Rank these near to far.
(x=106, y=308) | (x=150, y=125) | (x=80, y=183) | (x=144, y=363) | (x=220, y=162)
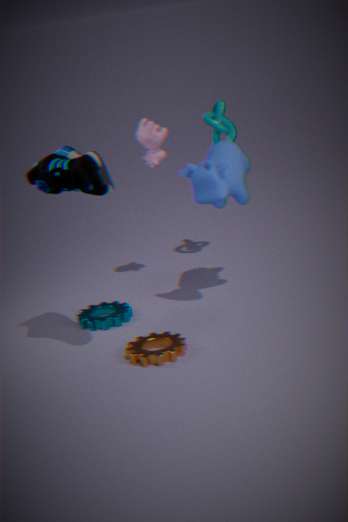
(x=80, y=183) → (x=144, y=363) → (x=220, y=162) → (x=150, y=125) → (x=106, y=308)
